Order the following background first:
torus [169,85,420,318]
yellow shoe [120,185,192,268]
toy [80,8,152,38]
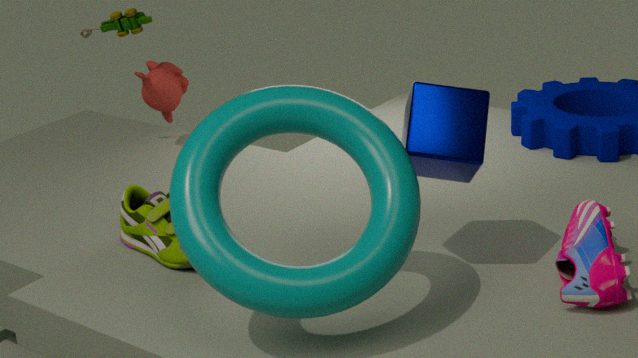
1. toy [80,8,152,38]
2. yellow shoe [120,185,192,268]
3. torus [169,85,420,318]
